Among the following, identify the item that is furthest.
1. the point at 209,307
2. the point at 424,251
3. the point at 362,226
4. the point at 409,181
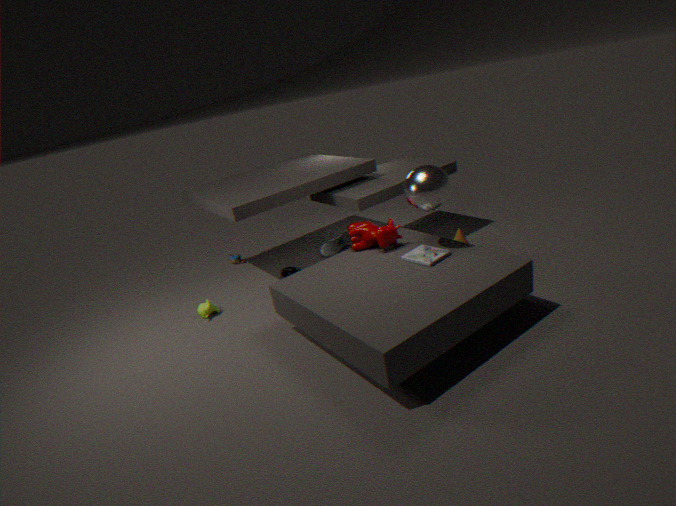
the point at 209,307
